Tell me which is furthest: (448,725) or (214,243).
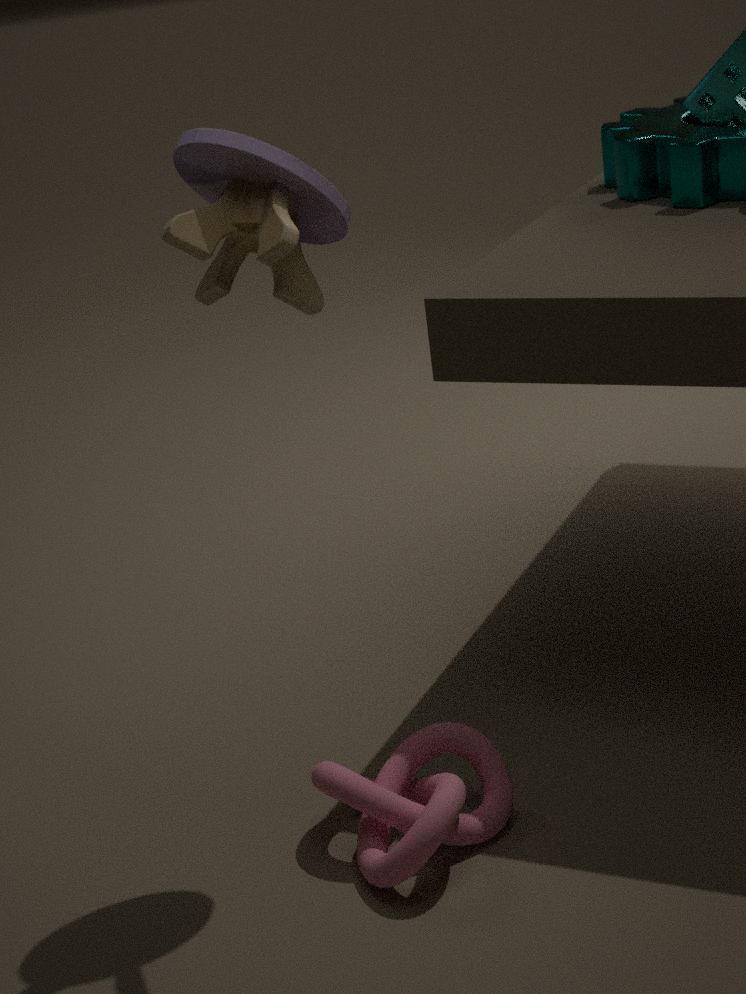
(448,725)
